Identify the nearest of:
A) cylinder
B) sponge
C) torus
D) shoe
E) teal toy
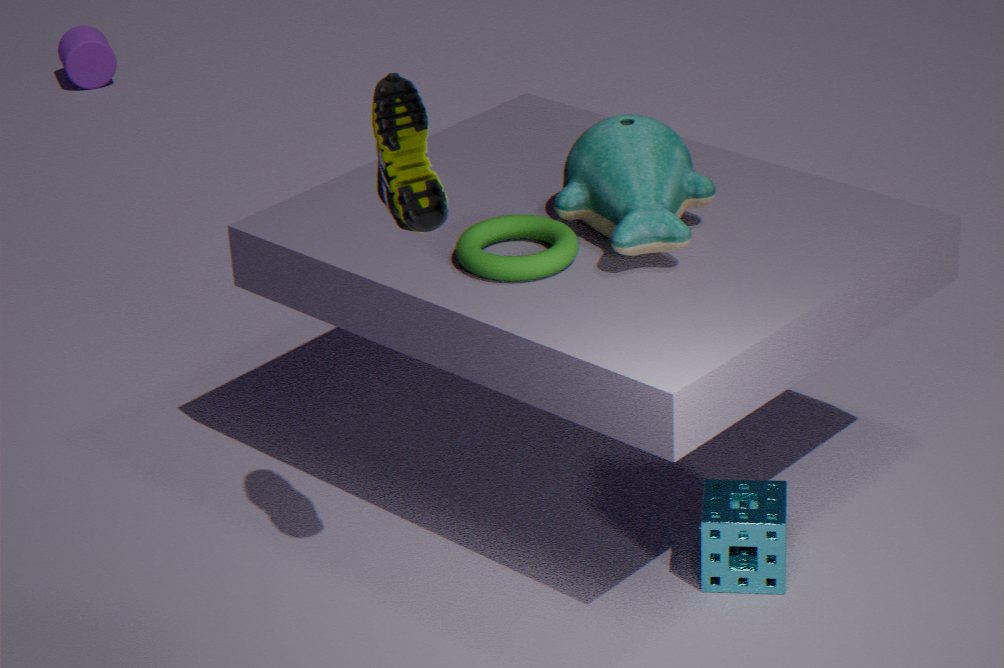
shoe
